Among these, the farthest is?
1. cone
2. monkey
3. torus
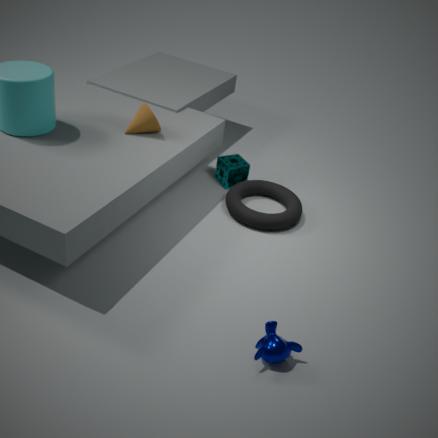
torus
